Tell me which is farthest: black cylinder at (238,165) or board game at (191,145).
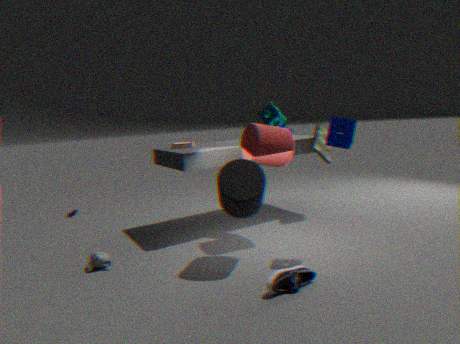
board game at (191,145)
